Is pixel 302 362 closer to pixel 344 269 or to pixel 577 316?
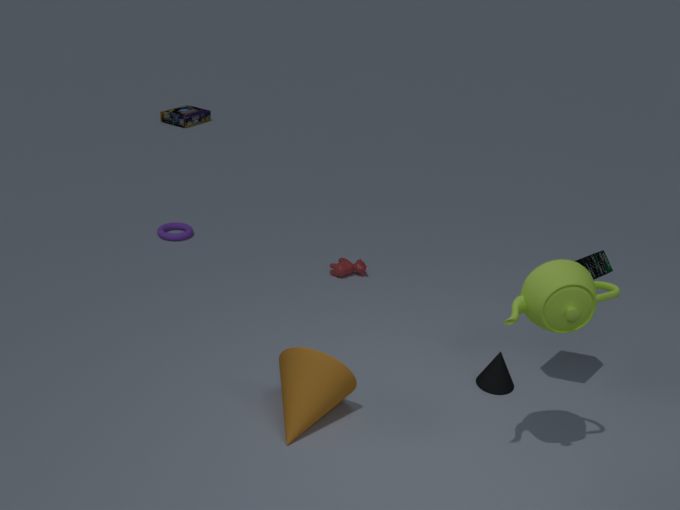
pixel 577 316
